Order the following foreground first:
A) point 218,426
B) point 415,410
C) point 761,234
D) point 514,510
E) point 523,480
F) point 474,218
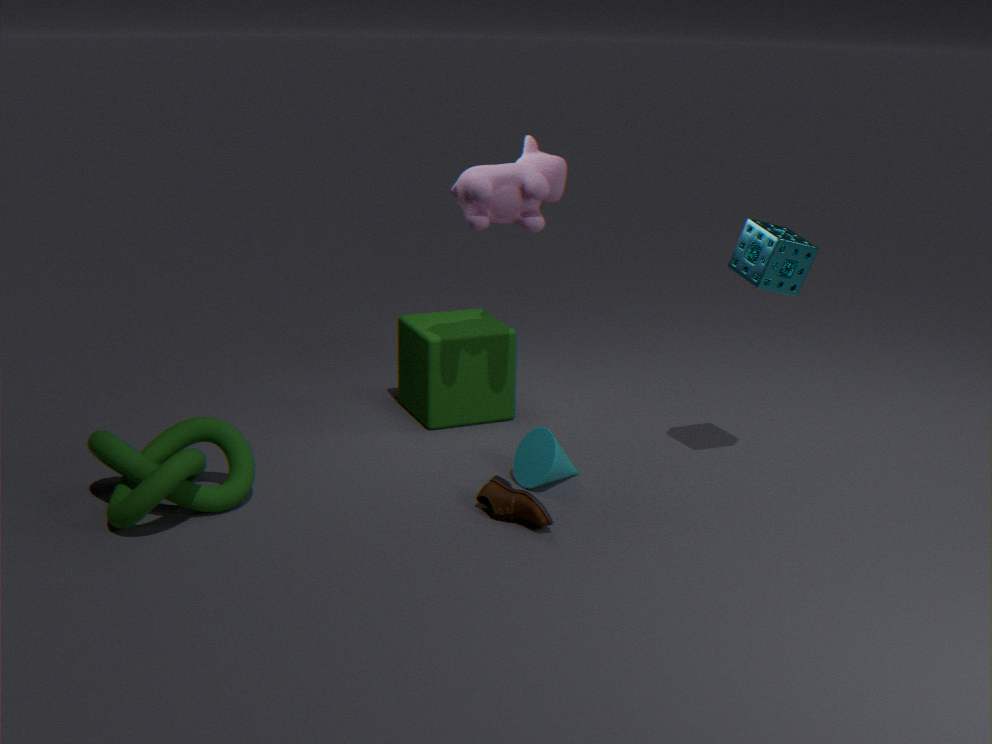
point 514,510 < point 218,426 < point 761,234 < point 474,218 < point 523,480 < point 415,410
